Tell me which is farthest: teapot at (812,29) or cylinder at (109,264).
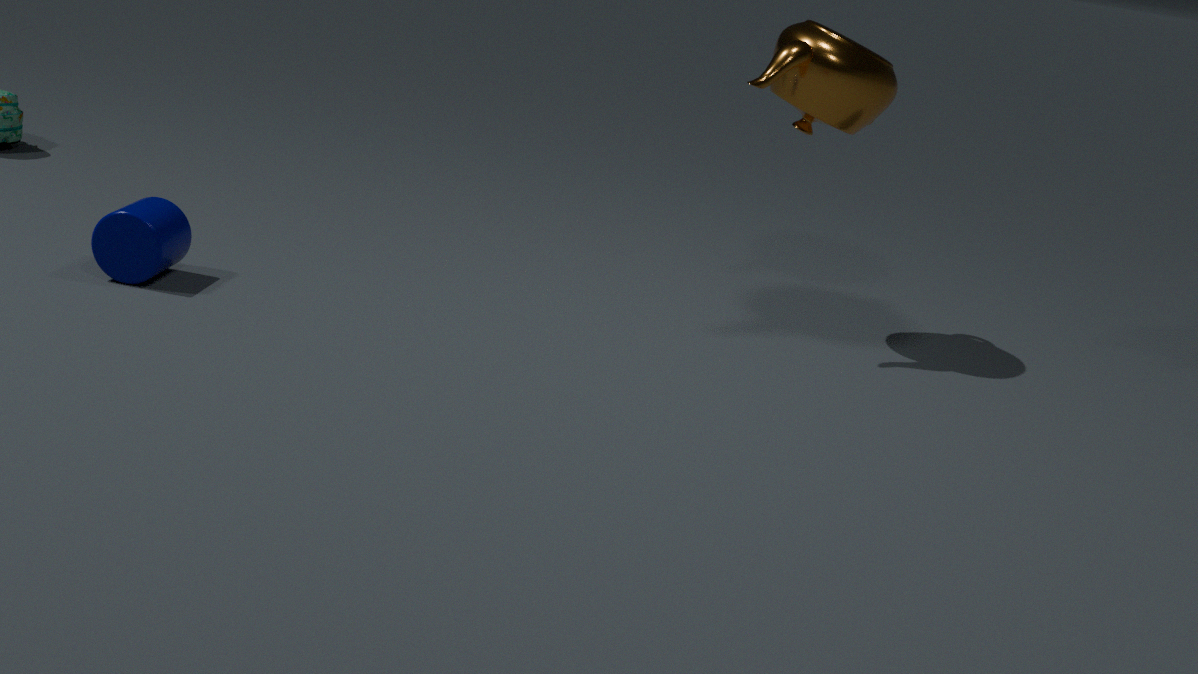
teapot at (812,29)
